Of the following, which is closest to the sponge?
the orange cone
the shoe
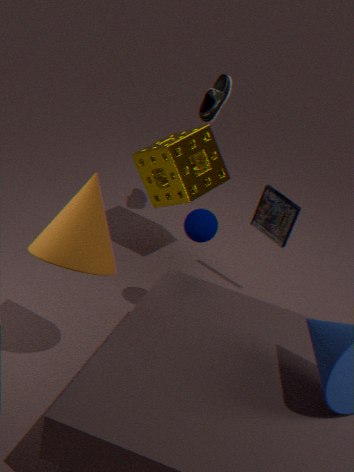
the shoe
